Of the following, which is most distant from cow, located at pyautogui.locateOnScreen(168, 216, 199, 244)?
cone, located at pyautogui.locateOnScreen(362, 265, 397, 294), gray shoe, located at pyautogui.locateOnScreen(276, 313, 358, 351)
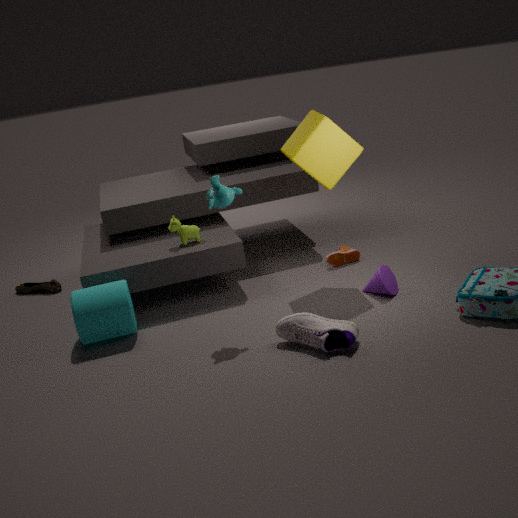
cone, located at pyautogui.locateOnScreen(362, 265, 397, 294)
